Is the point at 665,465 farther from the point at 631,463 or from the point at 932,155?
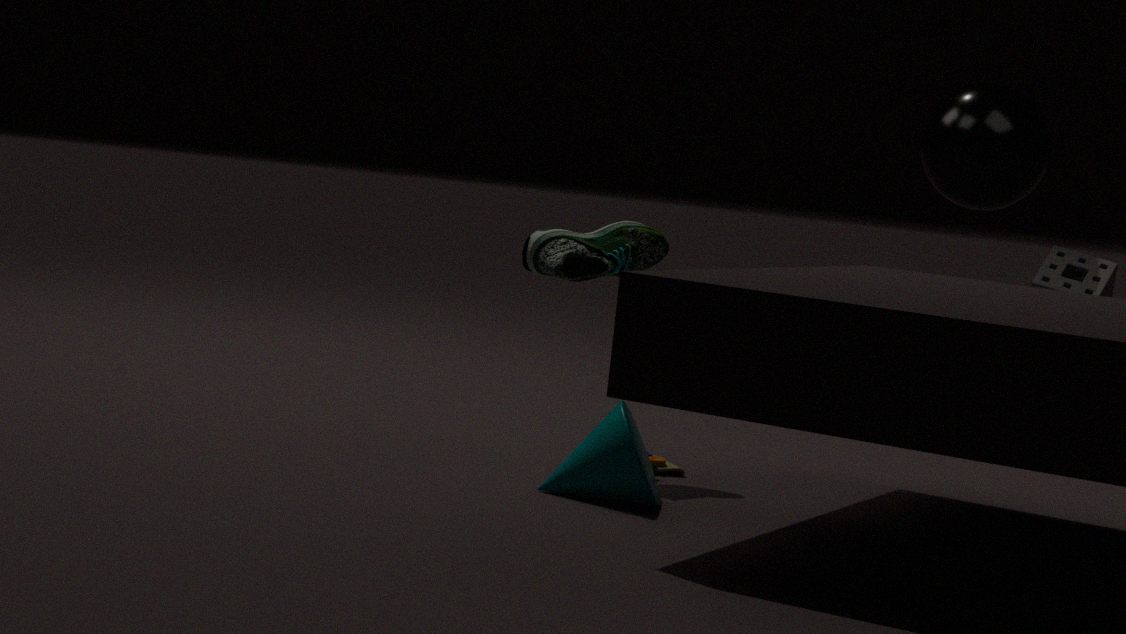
the point at 932,155
